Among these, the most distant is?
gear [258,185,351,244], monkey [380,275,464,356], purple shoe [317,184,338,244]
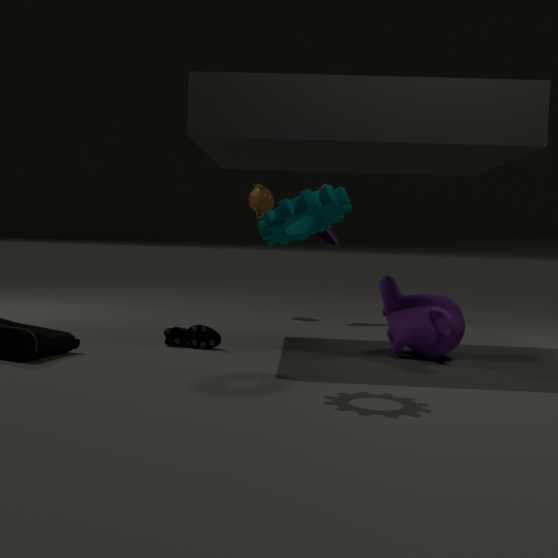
purple shoe [317,184,338,244]
